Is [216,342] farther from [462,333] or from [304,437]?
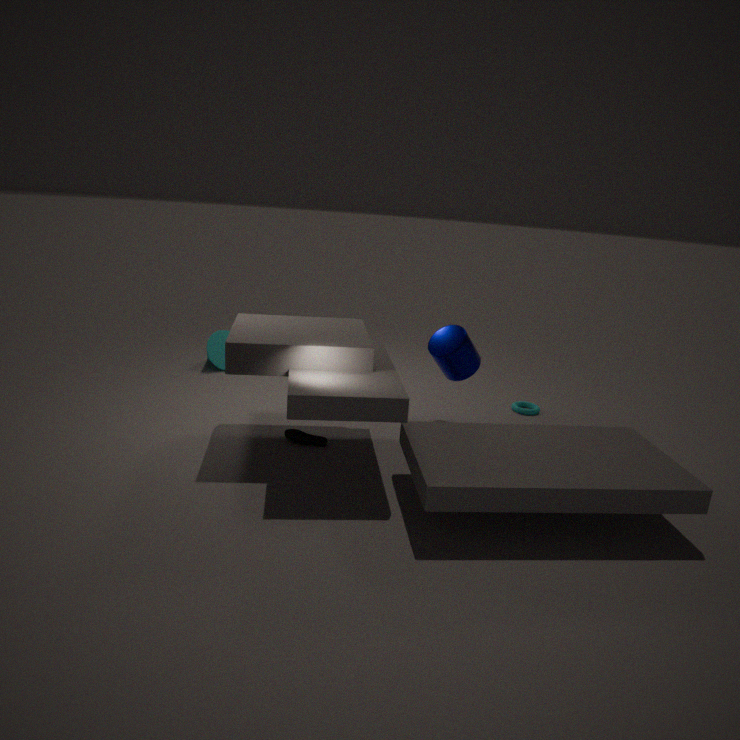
[462,333]
